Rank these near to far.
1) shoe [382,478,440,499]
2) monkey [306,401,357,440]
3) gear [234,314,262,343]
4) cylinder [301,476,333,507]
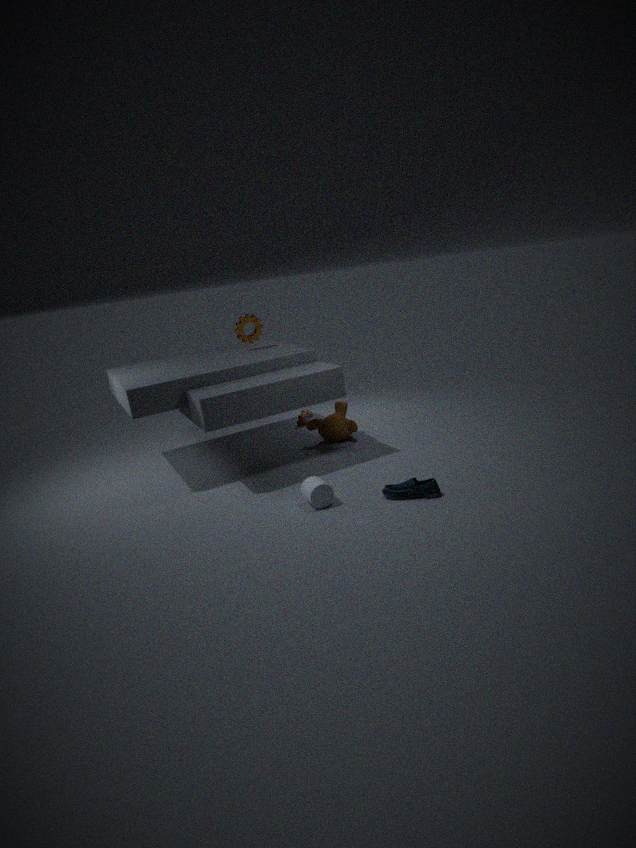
1. 1. shoe [382,478,440,499]
2. 4. cylinder [301,476,333,507]
3. 2. monkey [306,401,357,440]
4. 3. gear [234,314,262,343]
